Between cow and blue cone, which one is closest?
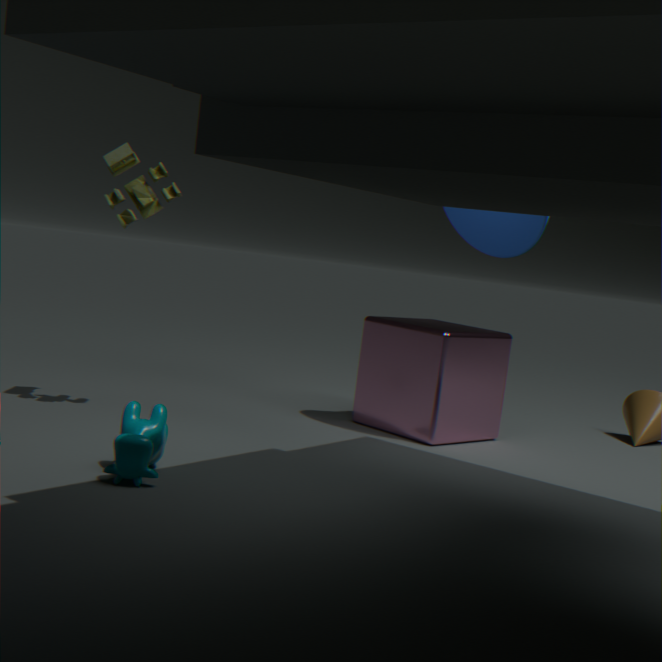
cow
